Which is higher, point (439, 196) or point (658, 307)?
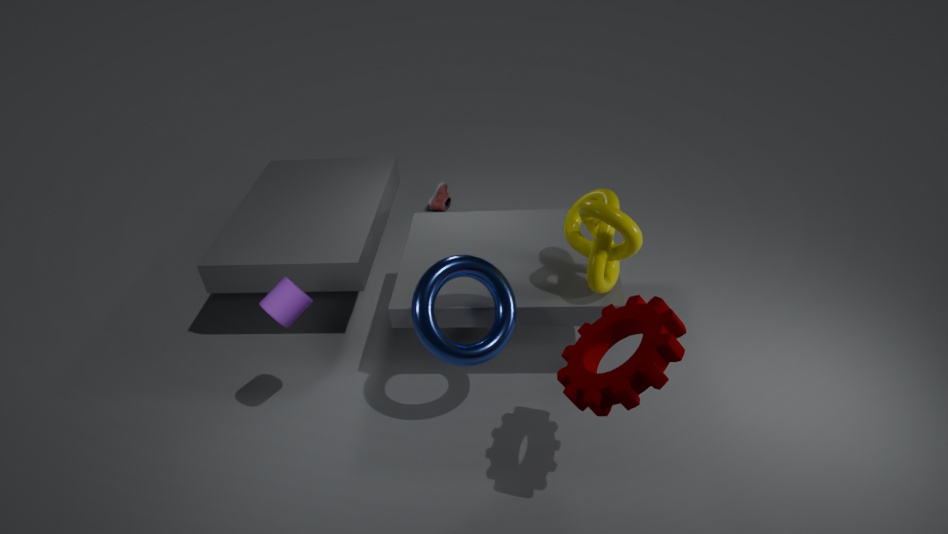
point (658, 307)
